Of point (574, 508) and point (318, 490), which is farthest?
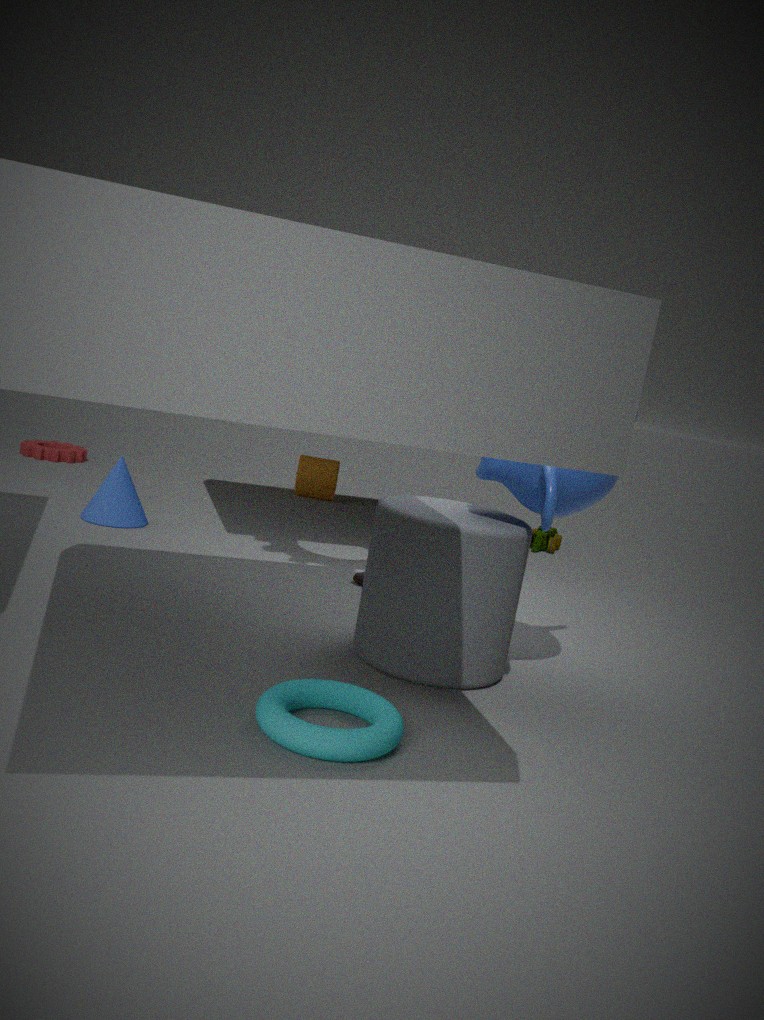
point (318, 490)
